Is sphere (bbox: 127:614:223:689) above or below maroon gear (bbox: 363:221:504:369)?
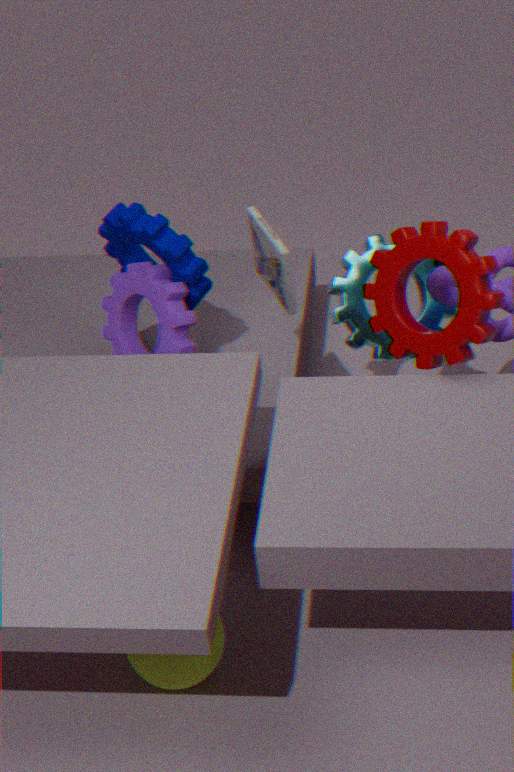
below
